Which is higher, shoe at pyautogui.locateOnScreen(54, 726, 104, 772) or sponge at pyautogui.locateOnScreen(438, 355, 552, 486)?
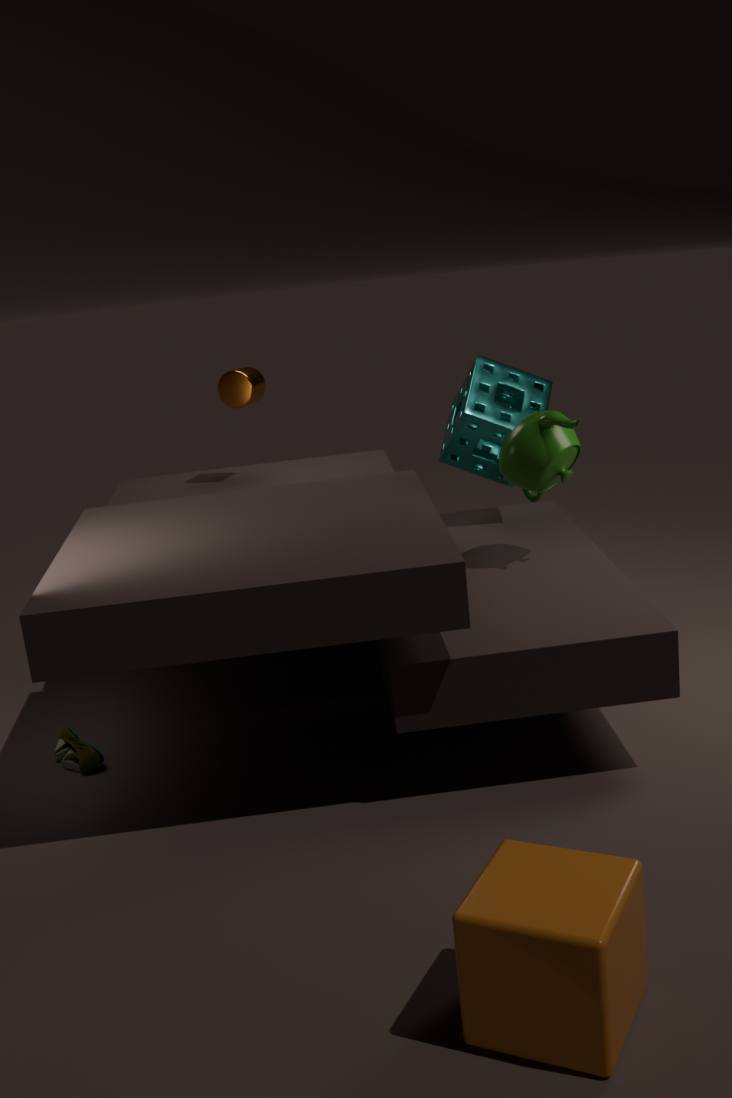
sponge at pyautogui.locateOnScreen(438, 355, 552, 486)
